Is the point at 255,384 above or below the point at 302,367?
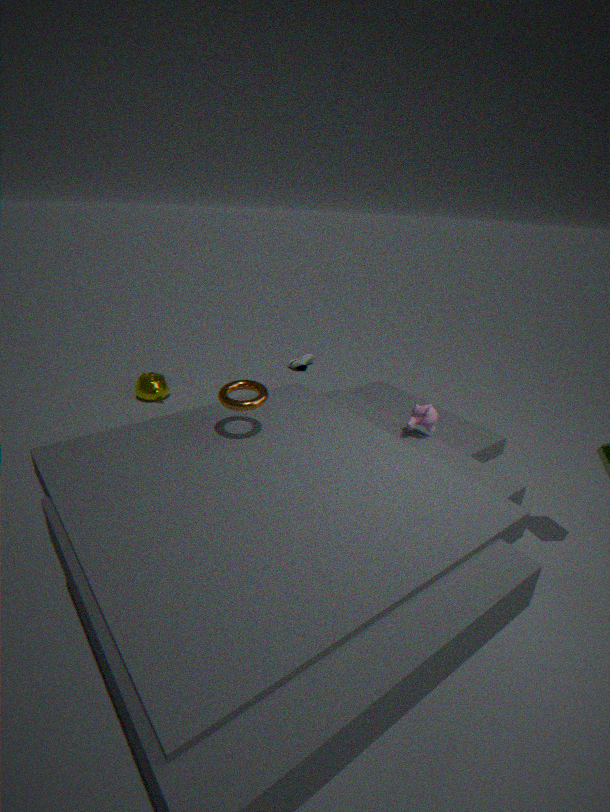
above
